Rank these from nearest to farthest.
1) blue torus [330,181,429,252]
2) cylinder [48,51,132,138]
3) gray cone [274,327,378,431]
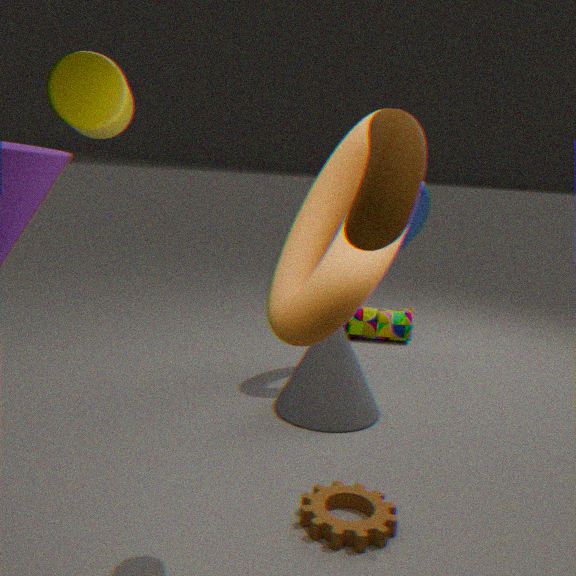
2. cylinder [48,51,132,138] → 3. gray cone [274,327,378,431] → 1. blue torus [330,181,429,252]
